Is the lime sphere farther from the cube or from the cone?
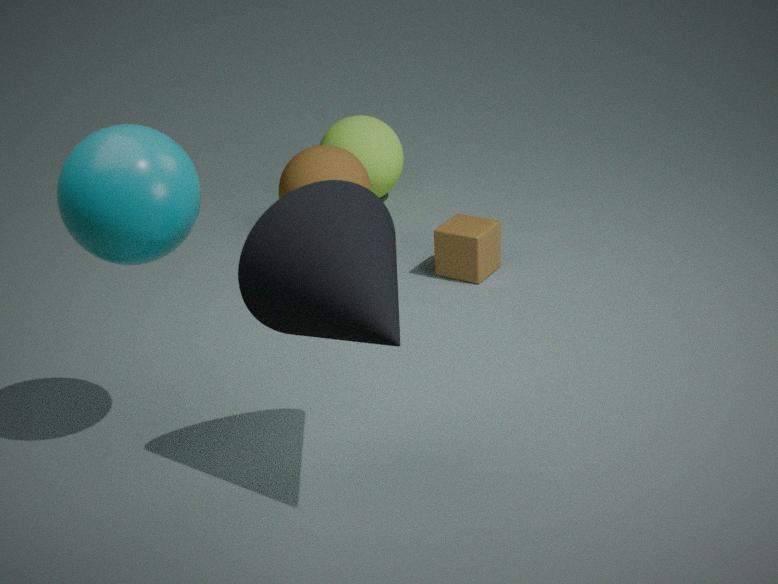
the cone
